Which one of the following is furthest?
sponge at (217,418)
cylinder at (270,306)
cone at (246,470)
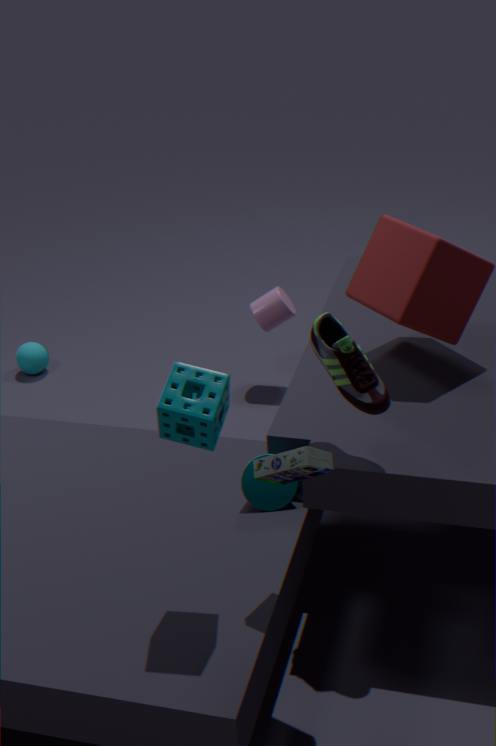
cylinder at (270,306)
